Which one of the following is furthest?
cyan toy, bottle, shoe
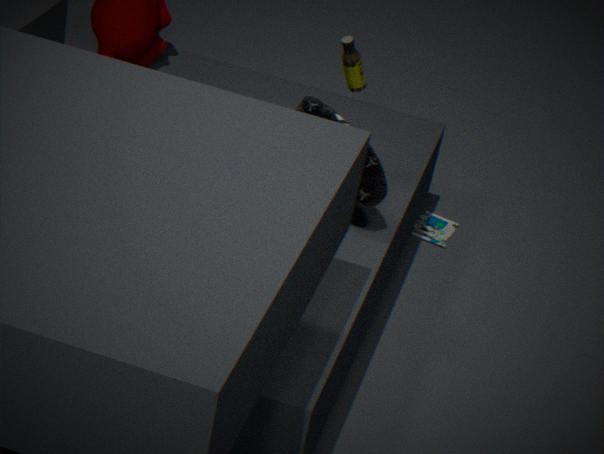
cyan toy
